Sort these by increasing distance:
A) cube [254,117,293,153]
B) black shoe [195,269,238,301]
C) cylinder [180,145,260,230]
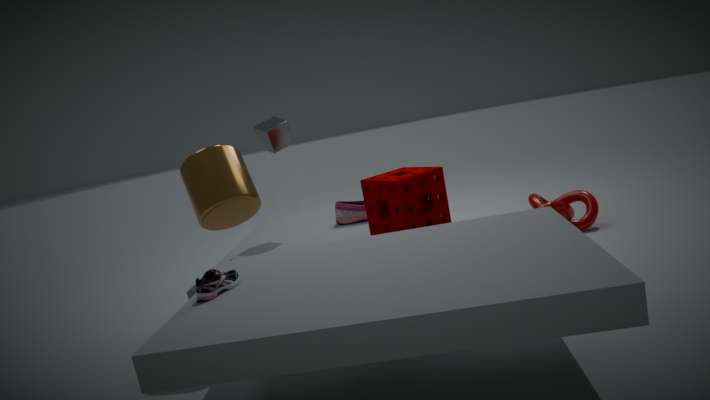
1. black shoe [195,269,238,301]
2. cylinder [180,145,260,230]
3. cube [254,117,293,153]
